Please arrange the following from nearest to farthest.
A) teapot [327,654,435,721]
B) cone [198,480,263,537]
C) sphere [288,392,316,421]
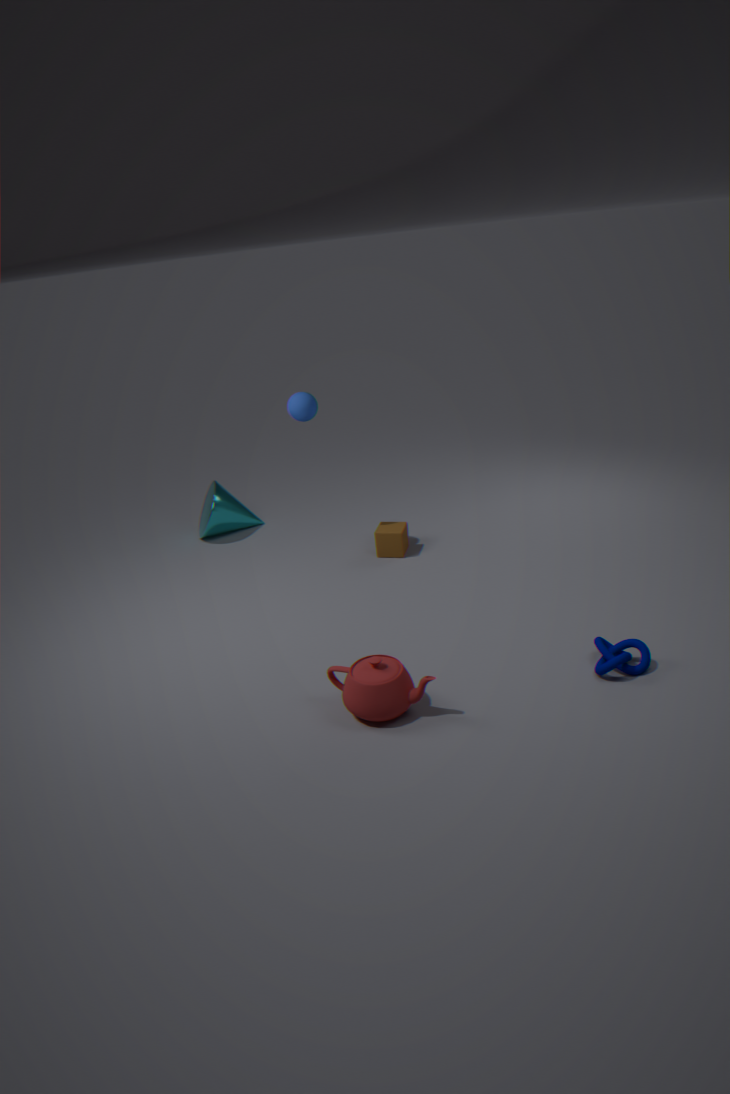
1. teapot [327,654,435,721]
2. sphere [288,392,316,421]
3. cone [198,480,263,537]
